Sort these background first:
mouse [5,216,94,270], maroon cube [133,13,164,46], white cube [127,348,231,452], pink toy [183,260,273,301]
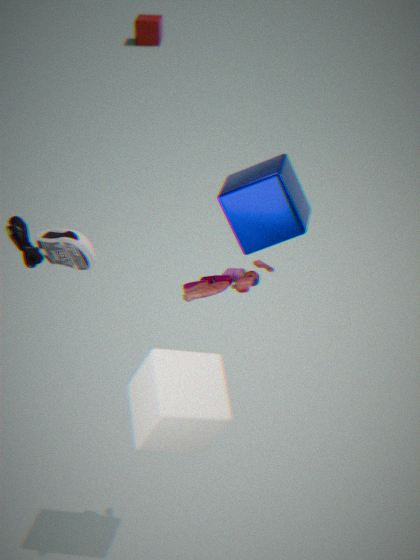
1. maroon cube [133,13,164,46]
2. mouse [5,216,94,270]
3. pink toy [183,260,273,301]
4. white cube [127,348,231,452]
